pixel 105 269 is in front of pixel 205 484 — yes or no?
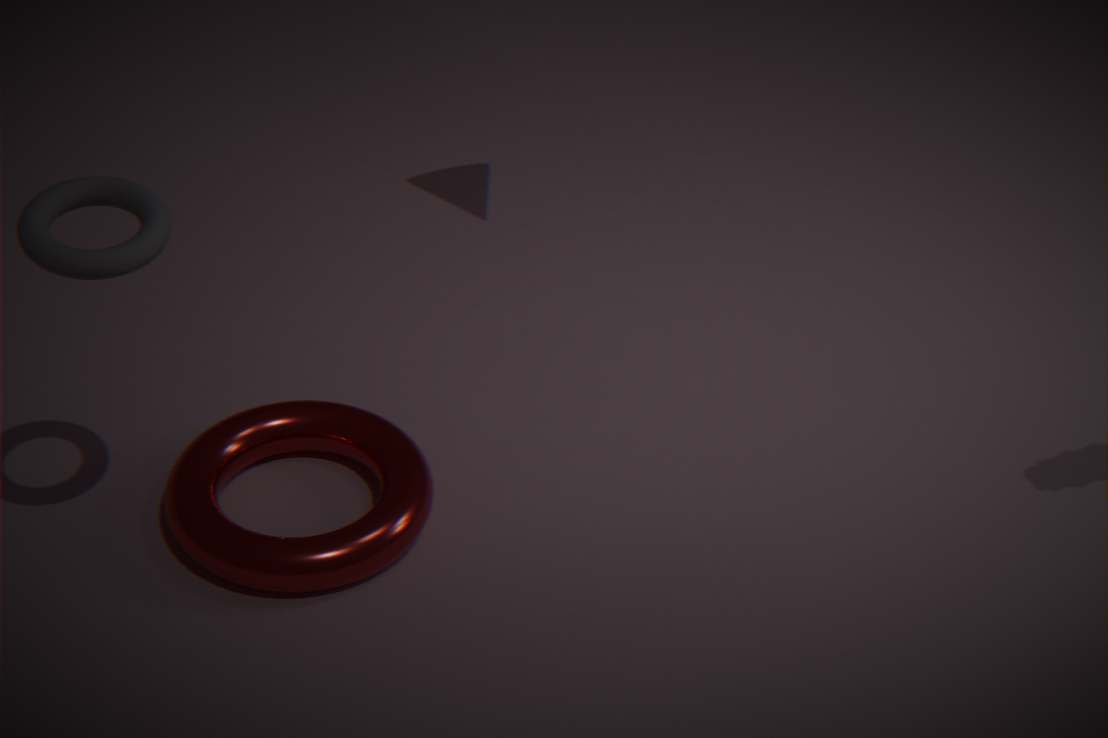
Yes
